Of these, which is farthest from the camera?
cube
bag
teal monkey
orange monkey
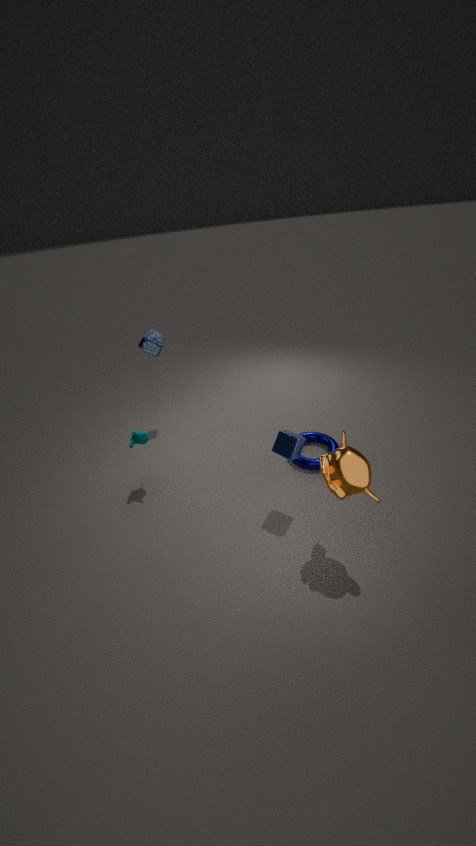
bag
